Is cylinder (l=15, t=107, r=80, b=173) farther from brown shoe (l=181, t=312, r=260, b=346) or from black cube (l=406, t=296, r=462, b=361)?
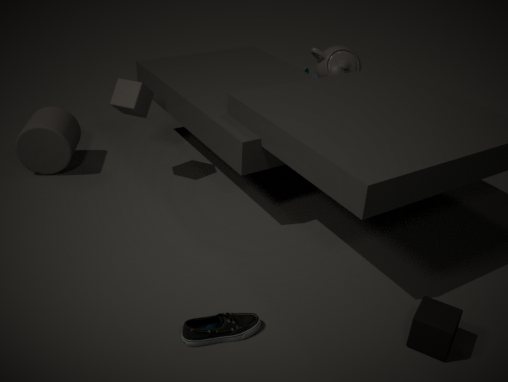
black cube (l=406, t=296, r=462, b=361)
